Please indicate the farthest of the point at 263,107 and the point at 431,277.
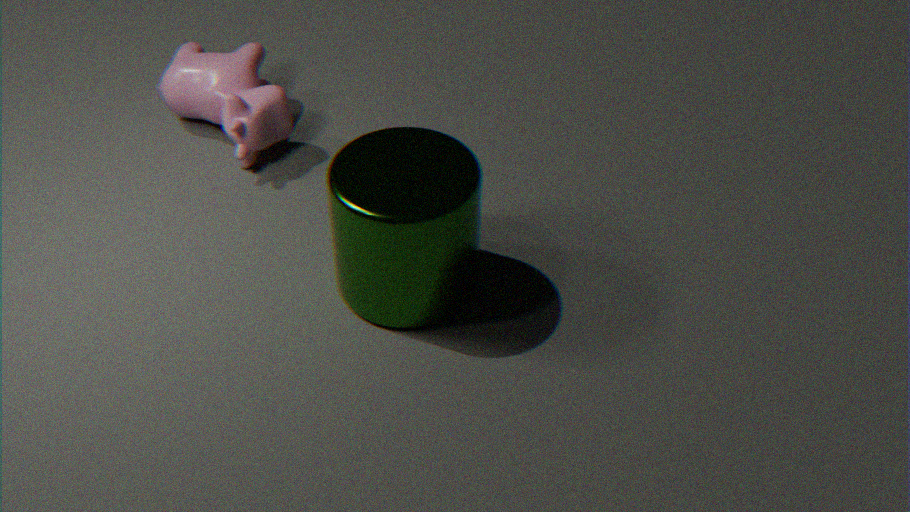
the point at 263,107
